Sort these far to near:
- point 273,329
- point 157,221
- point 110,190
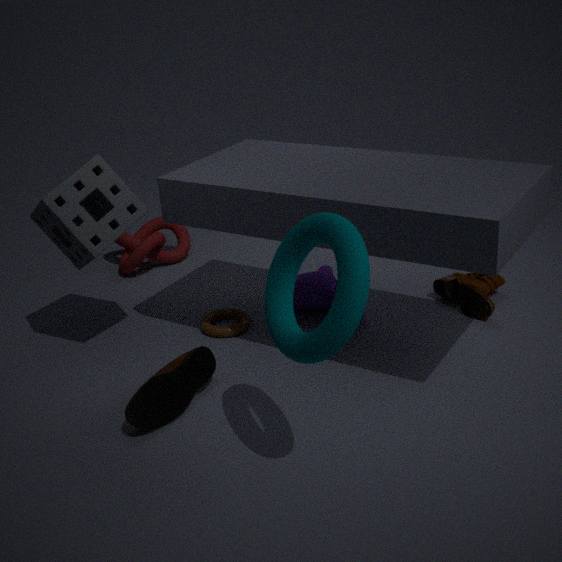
point 157,221, point 110,190, point 273,329
